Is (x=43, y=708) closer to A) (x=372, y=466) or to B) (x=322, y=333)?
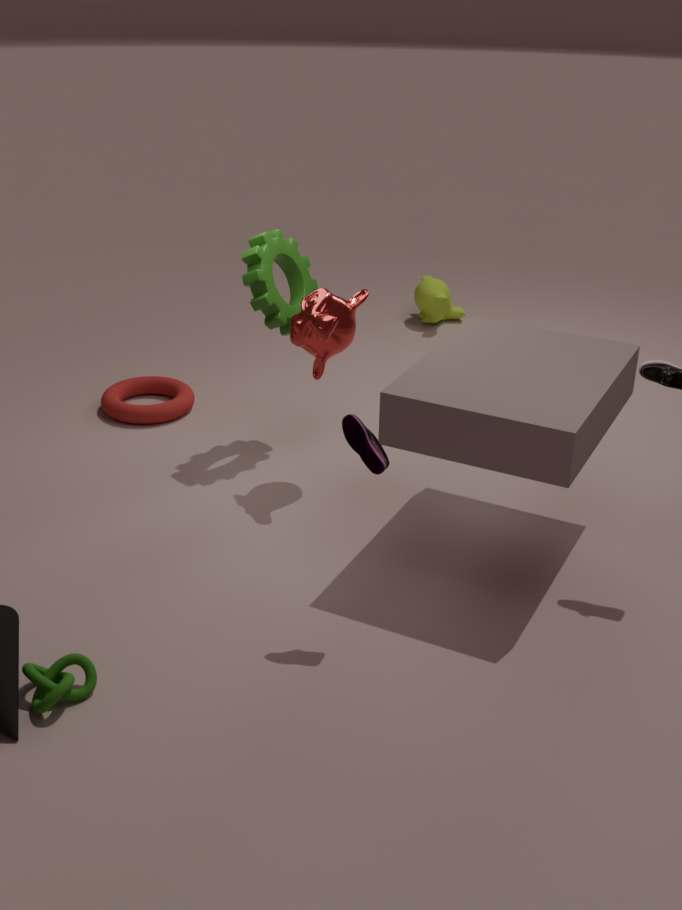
A) (x=372, y=466)
